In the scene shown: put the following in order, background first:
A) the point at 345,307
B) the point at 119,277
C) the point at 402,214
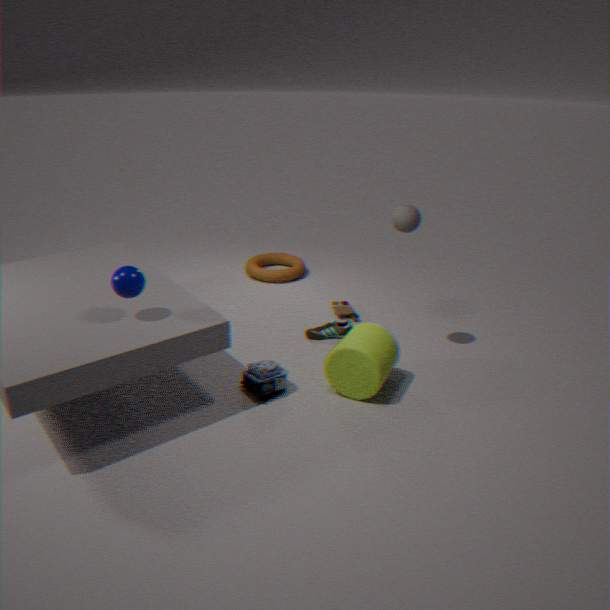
the point at 345,307 < the point at 402,214 < the point at 119,277
